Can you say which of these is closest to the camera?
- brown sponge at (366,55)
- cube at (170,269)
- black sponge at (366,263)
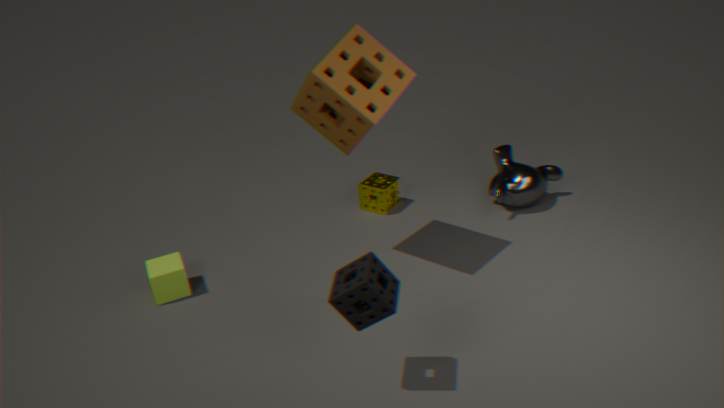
black sponge at (366,263)
